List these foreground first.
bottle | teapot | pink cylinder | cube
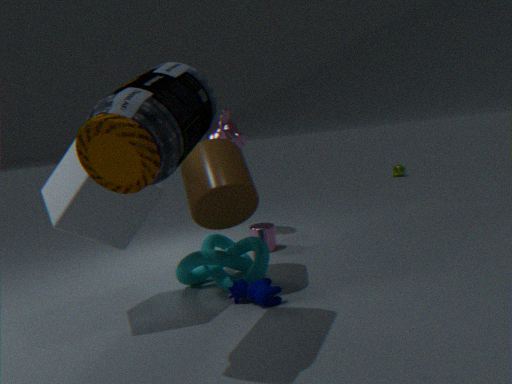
bottle, cube, pink cylinder, teapot
